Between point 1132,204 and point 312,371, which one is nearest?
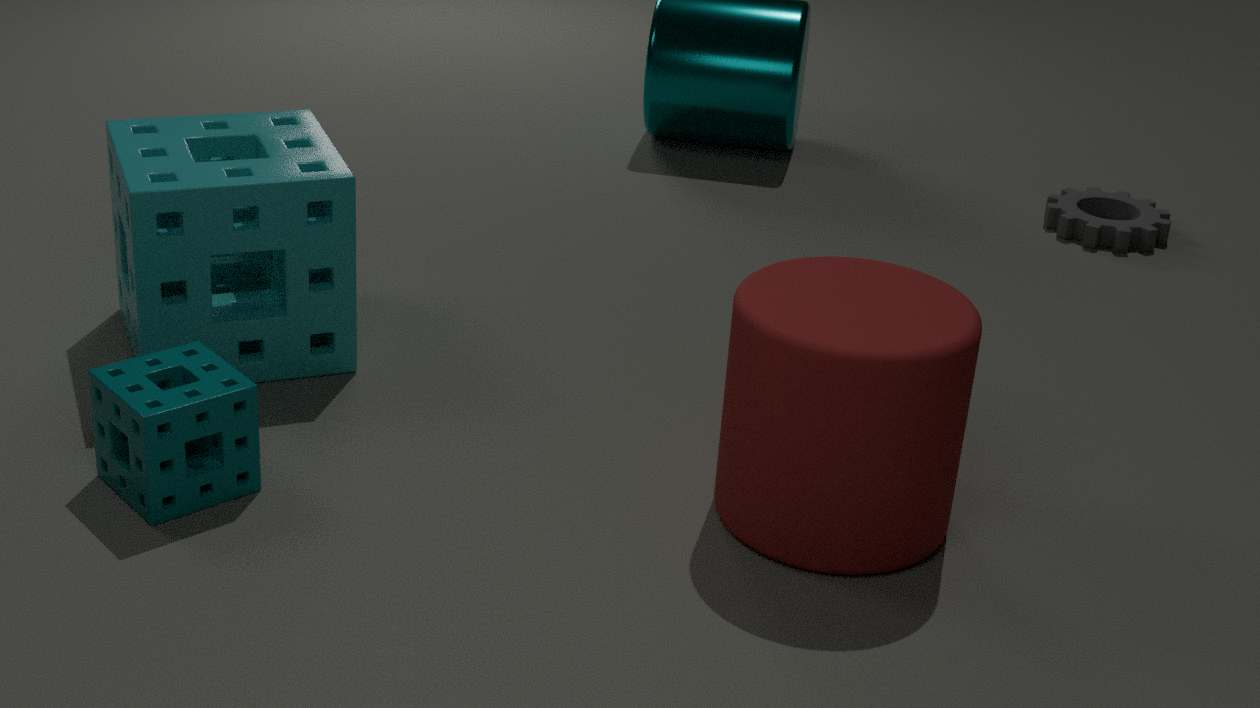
point 312,371
